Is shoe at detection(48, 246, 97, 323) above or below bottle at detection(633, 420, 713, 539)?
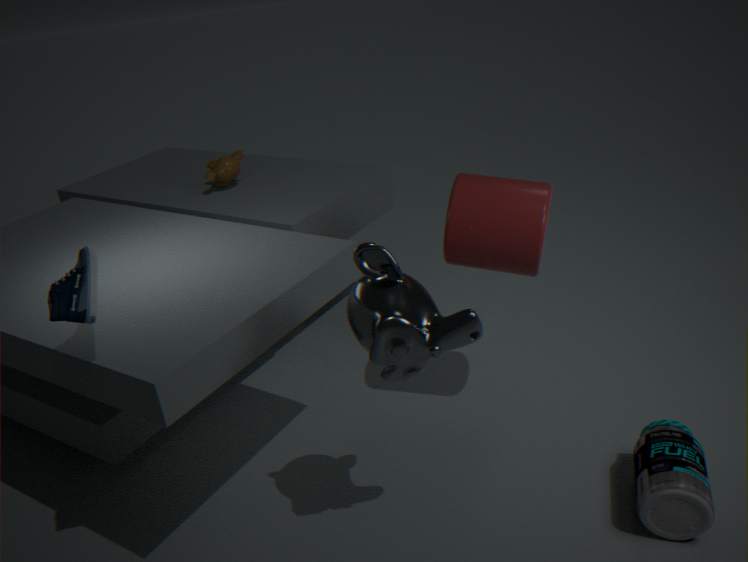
above
